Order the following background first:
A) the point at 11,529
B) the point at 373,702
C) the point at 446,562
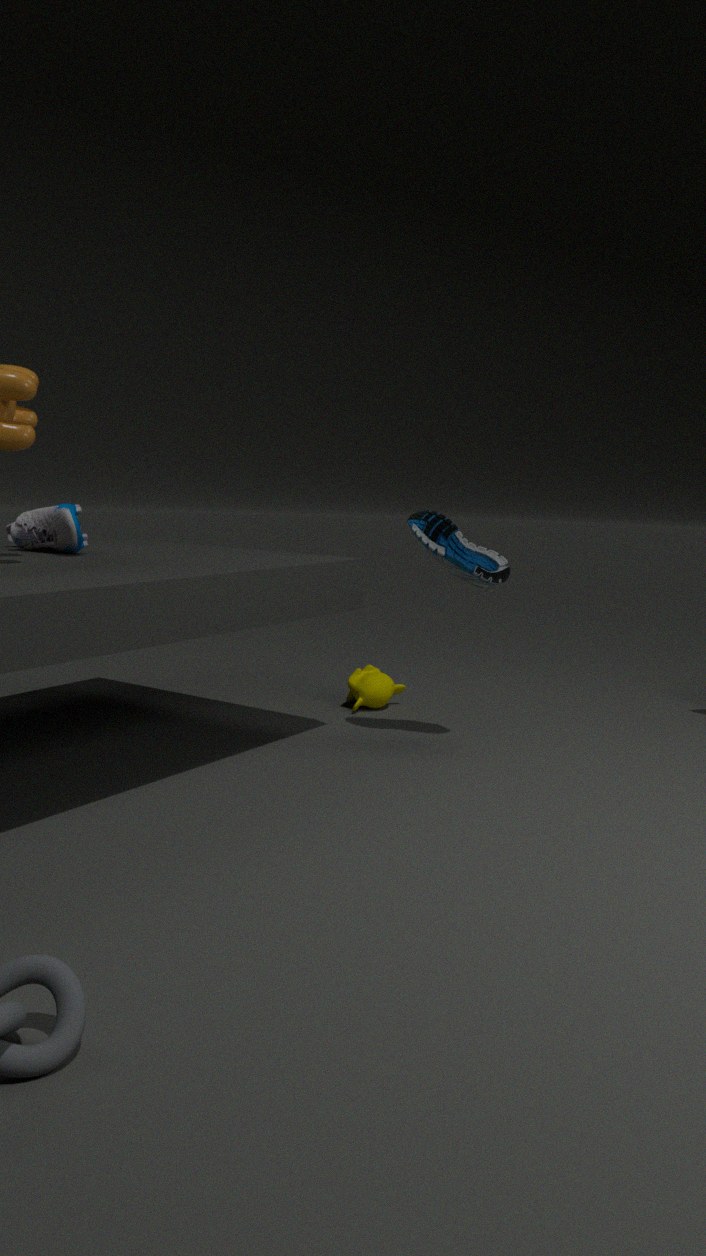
the point at 373,702 → the point at 11,529 → the point at 446,562
